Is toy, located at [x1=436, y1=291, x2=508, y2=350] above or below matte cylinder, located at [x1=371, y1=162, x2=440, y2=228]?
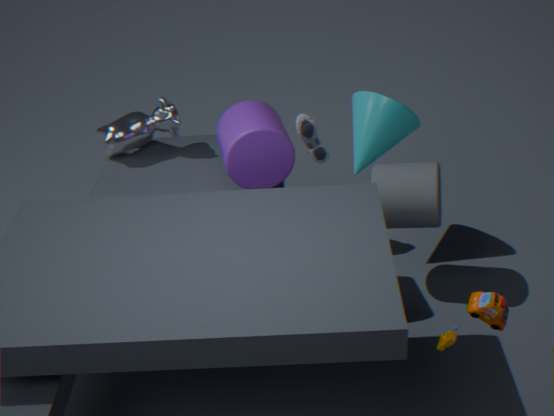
above
